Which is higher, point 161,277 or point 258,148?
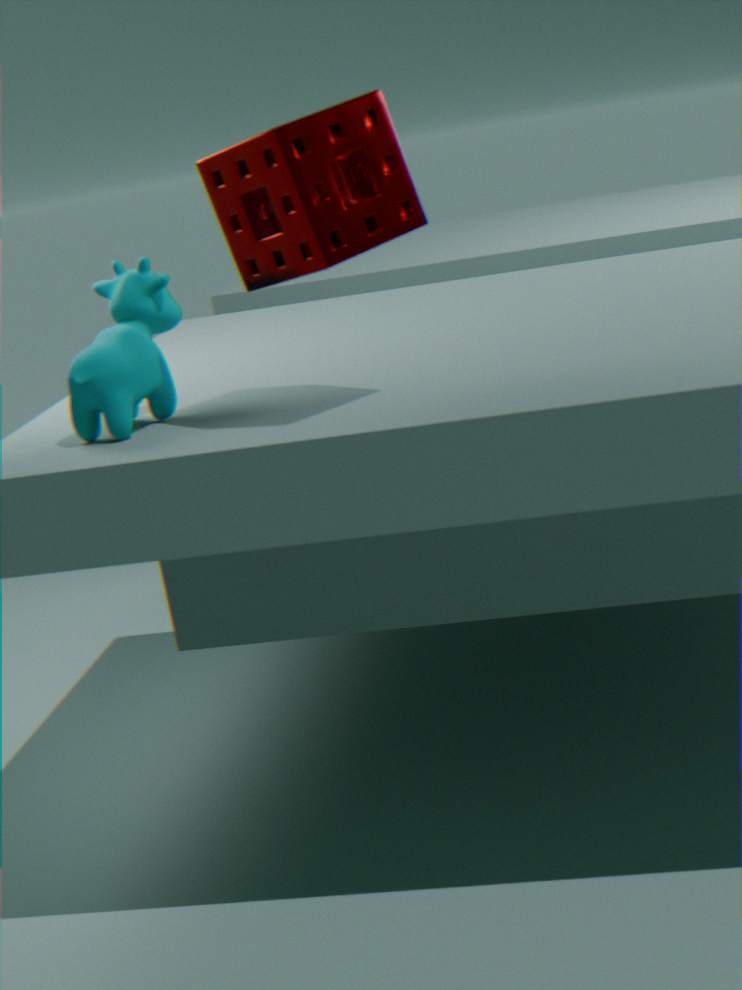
point 258,148
